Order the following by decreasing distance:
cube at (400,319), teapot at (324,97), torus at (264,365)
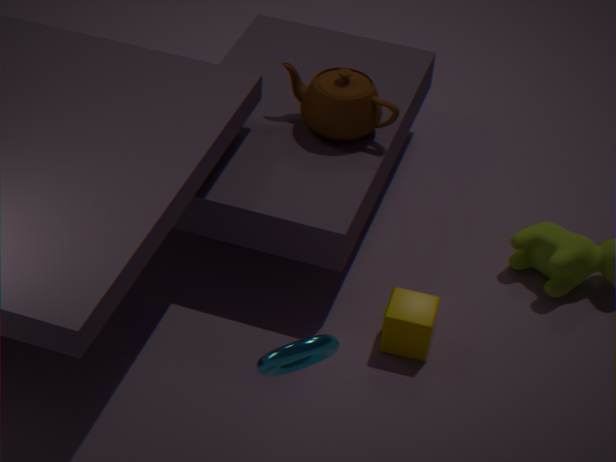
teapot at (324,97)
cube at (400,319)
torus at (264,365)
